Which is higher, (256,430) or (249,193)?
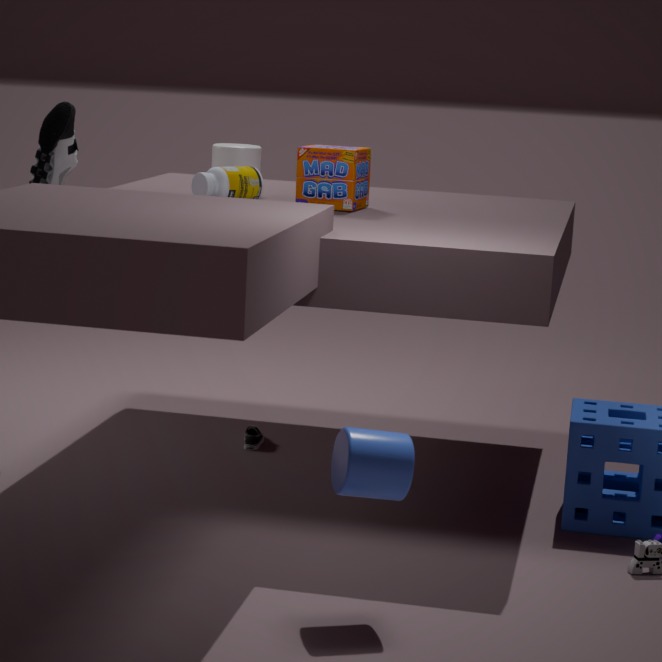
(249,193)
